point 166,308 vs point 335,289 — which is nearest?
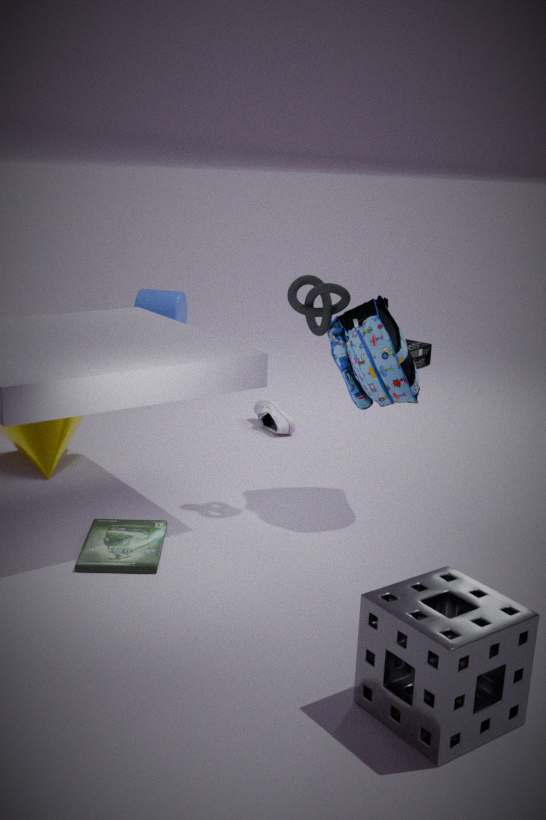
point 335,289
